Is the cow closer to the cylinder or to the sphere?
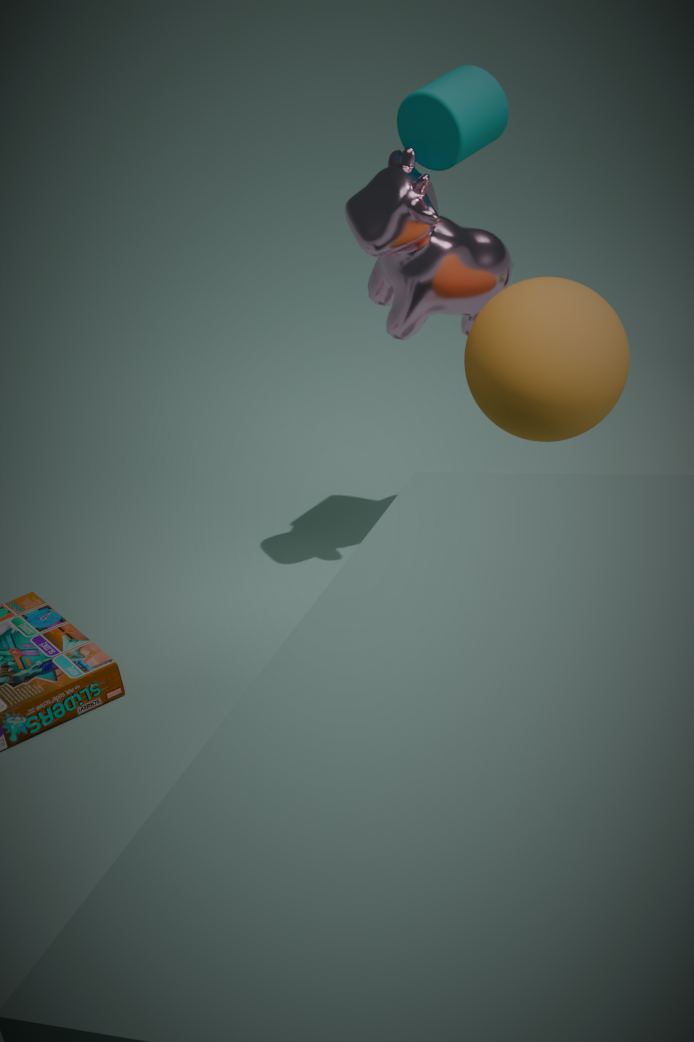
the cylinder
